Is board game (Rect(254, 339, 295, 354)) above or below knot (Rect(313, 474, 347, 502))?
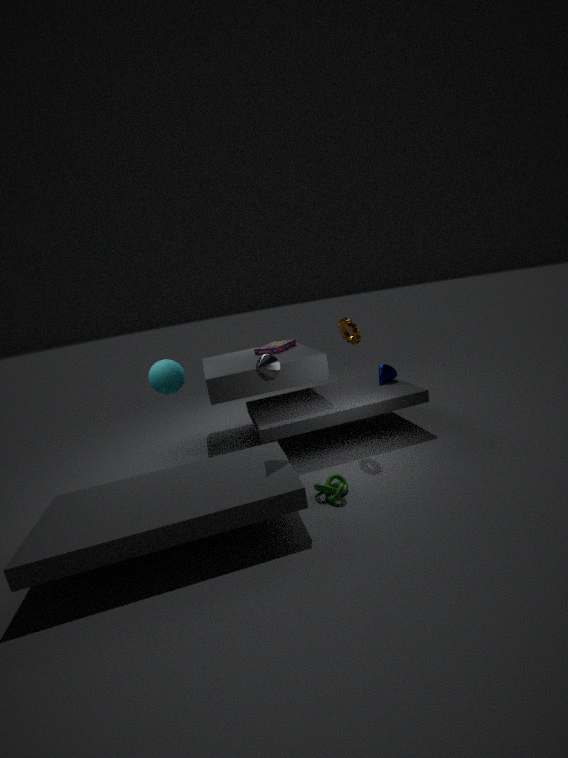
above
